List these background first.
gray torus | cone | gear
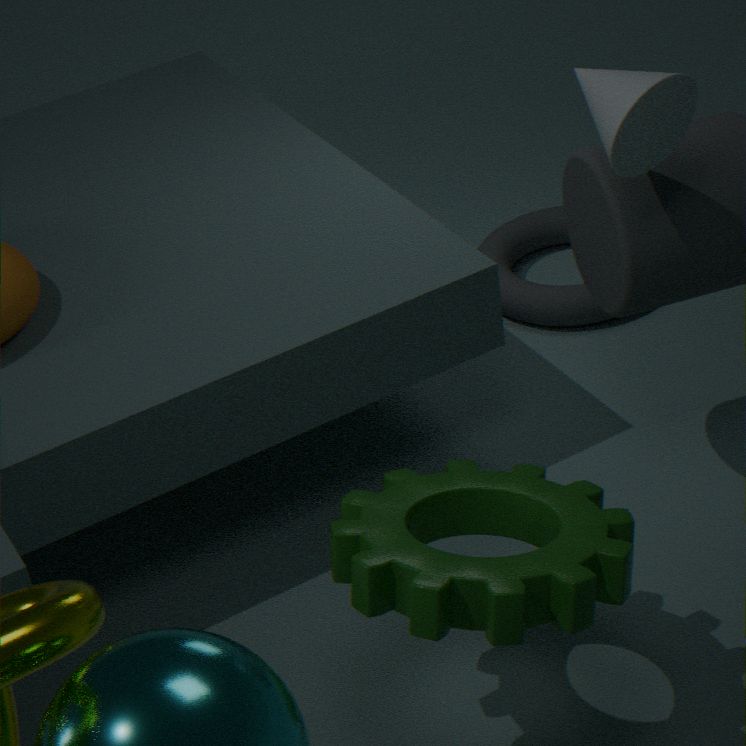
gray torus < cone < gear
